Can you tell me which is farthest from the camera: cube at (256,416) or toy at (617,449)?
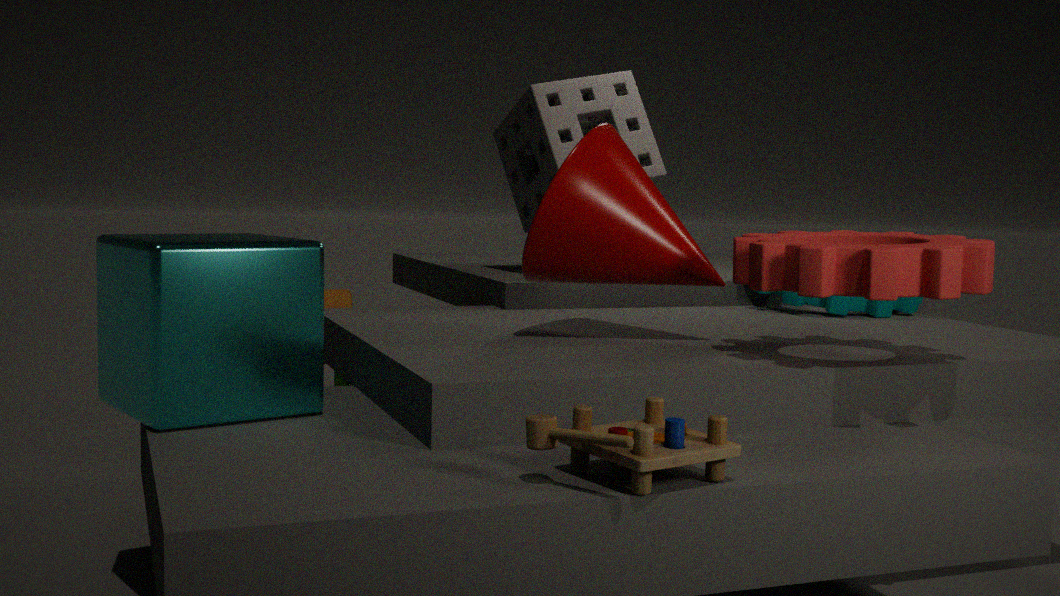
cube at (256,416)
